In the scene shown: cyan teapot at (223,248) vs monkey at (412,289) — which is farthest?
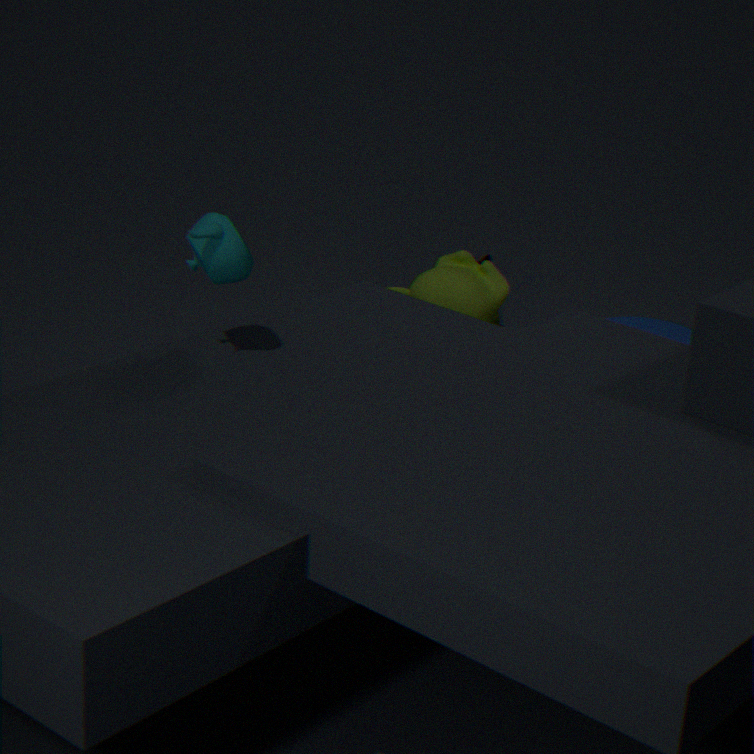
monkey at (412,289)
